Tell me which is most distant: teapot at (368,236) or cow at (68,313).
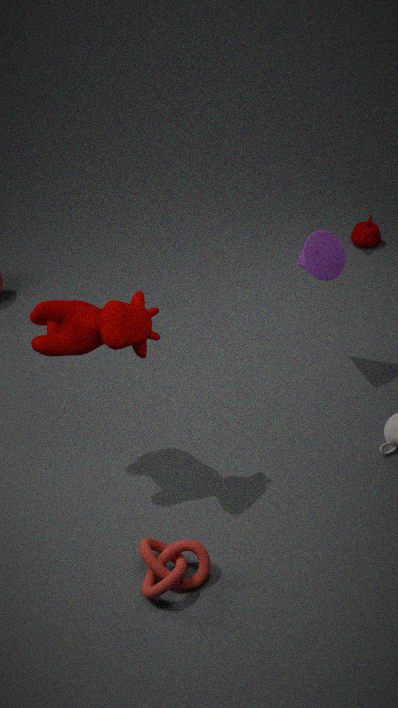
teapot at (368,236)
